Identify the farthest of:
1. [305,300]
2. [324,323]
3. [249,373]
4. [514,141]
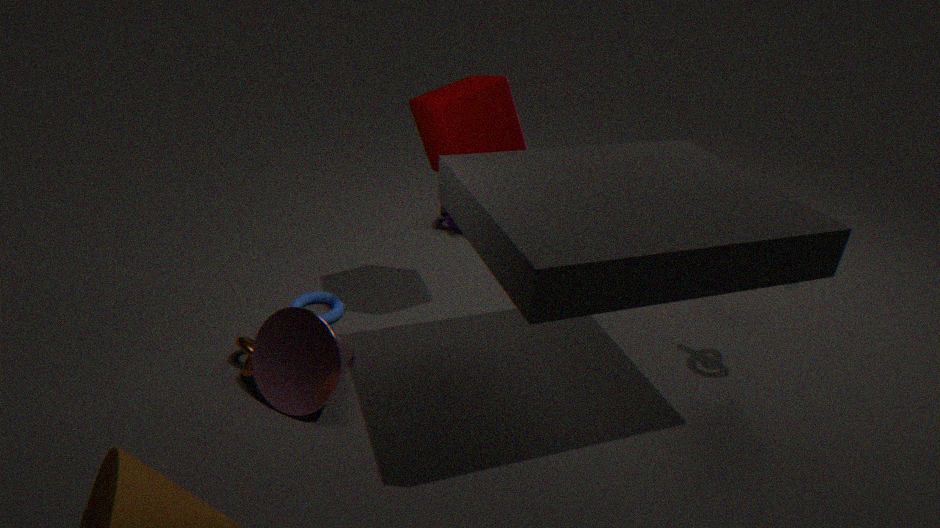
[305,300]
